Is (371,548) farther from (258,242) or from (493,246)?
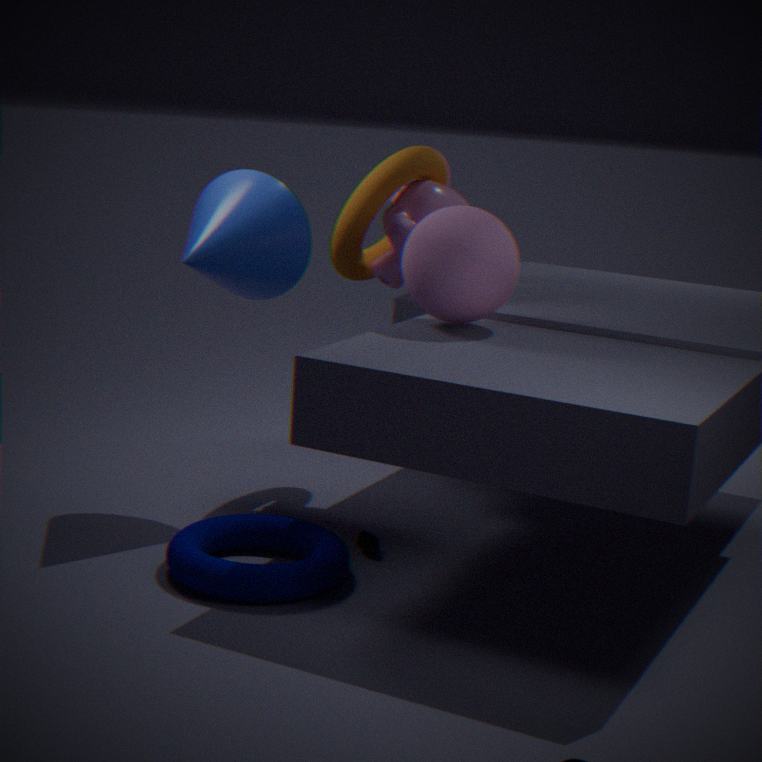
(258,242)
